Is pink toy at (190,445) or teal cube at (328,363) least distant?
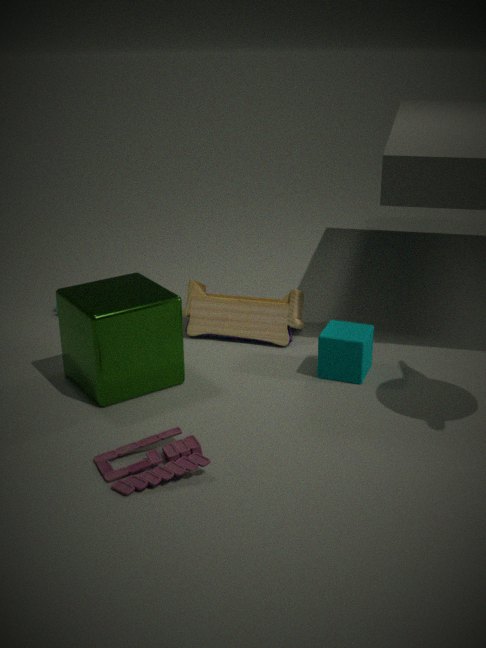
pink toy at (190,445)
